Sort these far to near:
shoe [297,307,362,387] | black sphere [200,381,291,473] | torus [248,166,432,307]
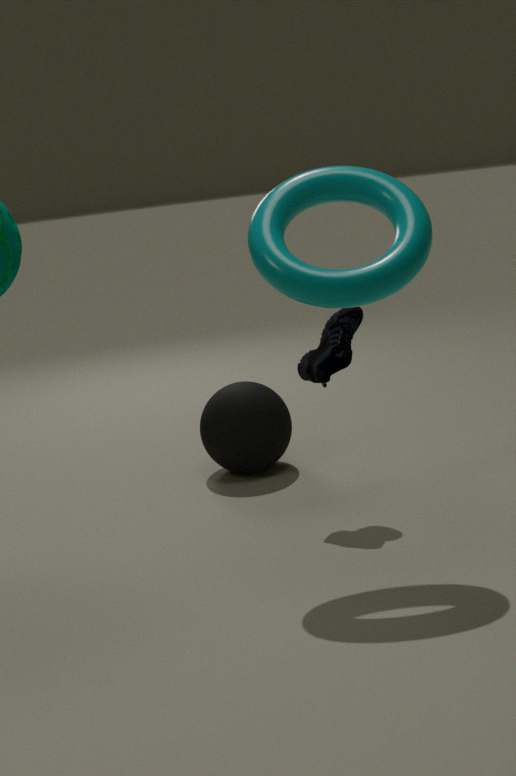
black sphere [200,381,291,473], shoe [297,307,362,387], torus [248,166,432,307]
